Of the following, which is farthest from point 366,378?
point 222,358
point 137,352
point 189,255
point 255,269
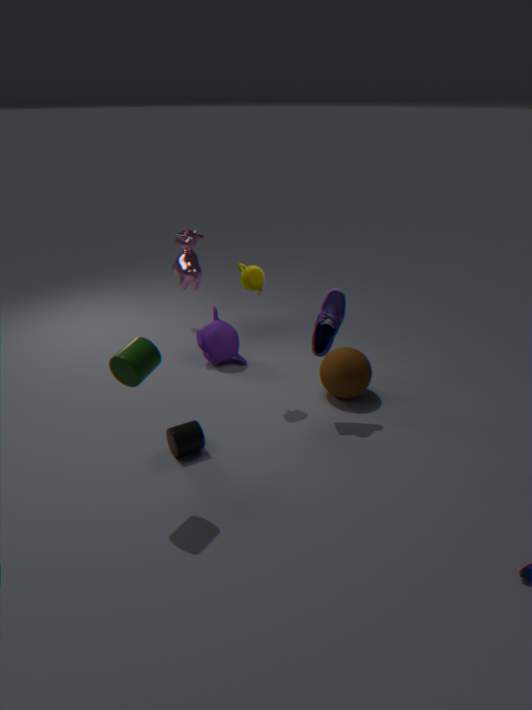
point 189,255
